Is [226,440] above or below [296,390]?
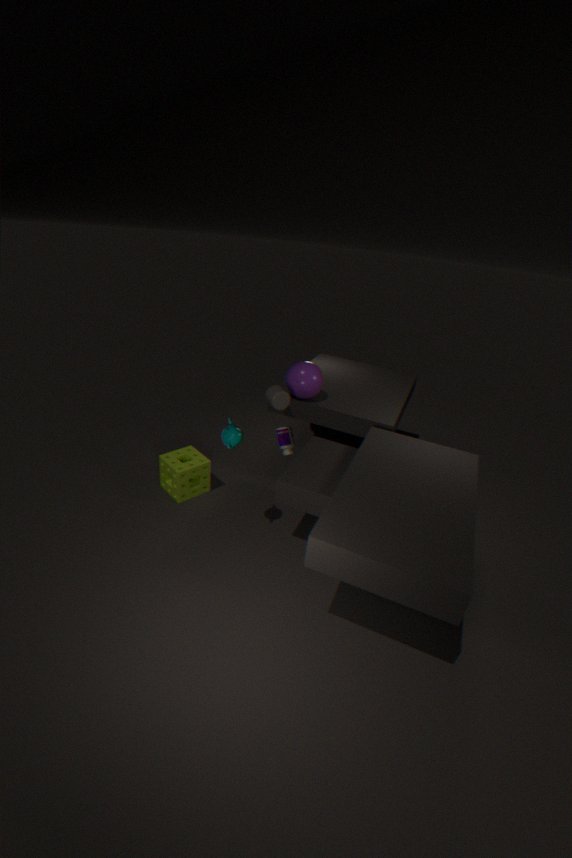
below
